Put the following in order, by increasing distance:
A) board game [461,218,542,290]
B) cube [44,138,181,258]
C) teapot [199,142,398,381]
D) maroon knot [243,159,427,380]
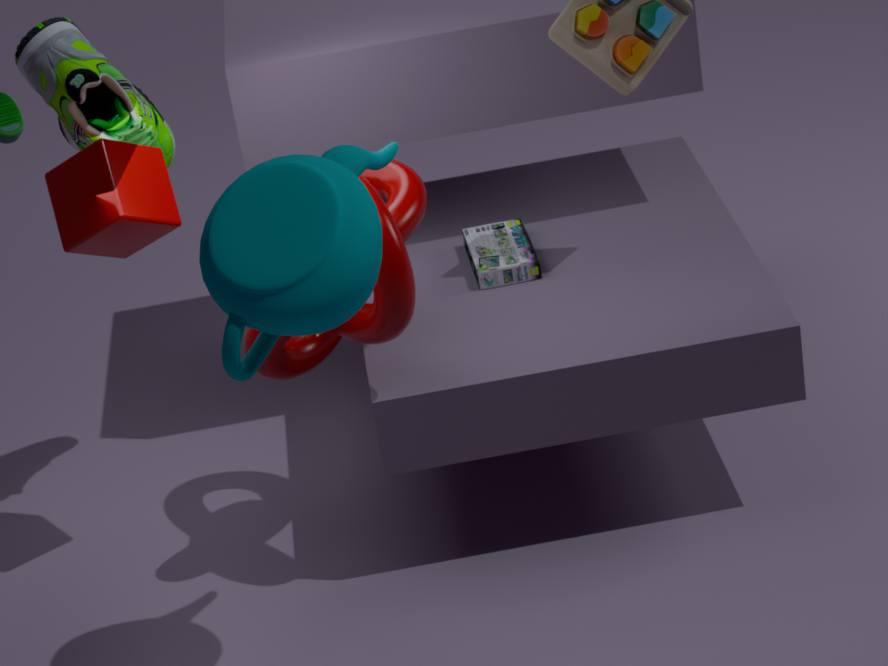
teapot [199,142,398,381]
maroon knot [243,159,427,380]
cube [44,138,181,258]
board game [461,218,542,290]
